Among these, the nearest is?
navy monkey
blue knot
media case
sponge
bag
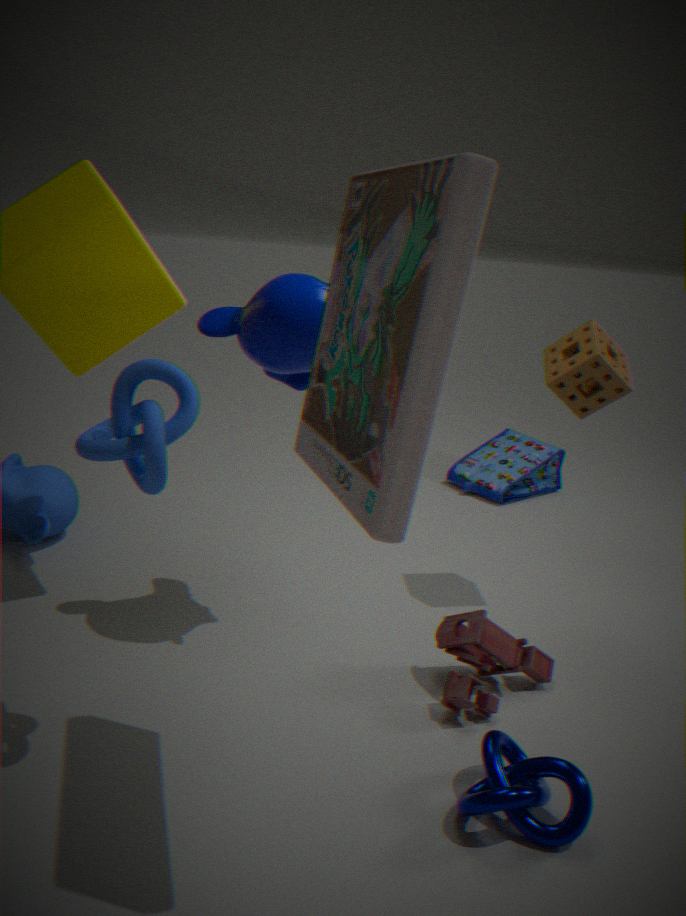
media case
